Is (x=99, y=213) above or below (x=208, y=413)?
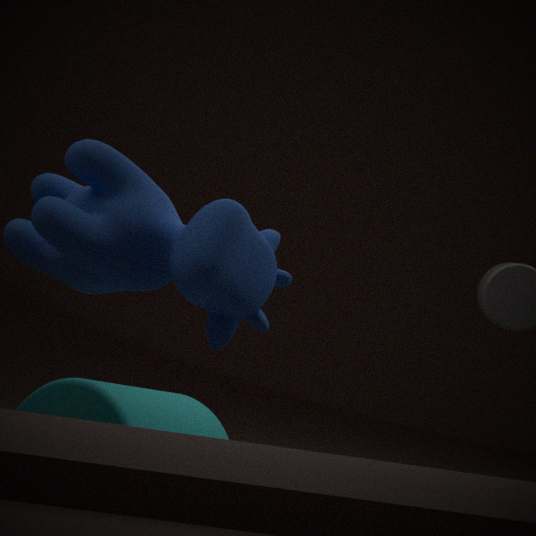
above
